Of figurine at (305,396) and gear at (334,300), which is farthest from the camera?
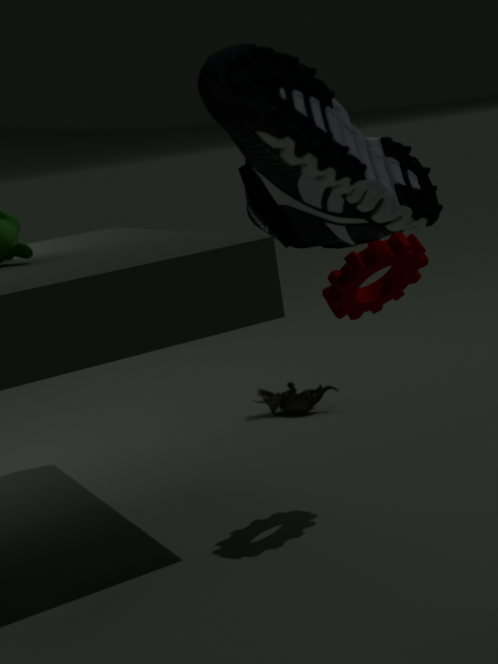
figurine at (305,396)
